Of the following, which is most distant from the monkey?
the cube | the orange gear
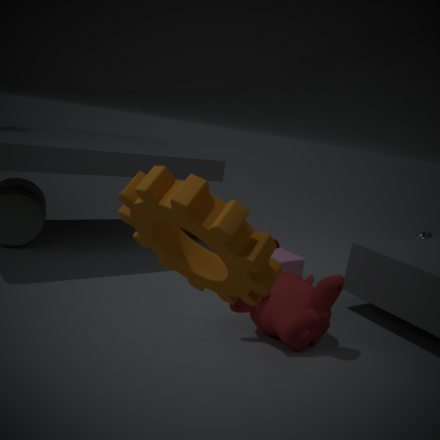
the orange gear
